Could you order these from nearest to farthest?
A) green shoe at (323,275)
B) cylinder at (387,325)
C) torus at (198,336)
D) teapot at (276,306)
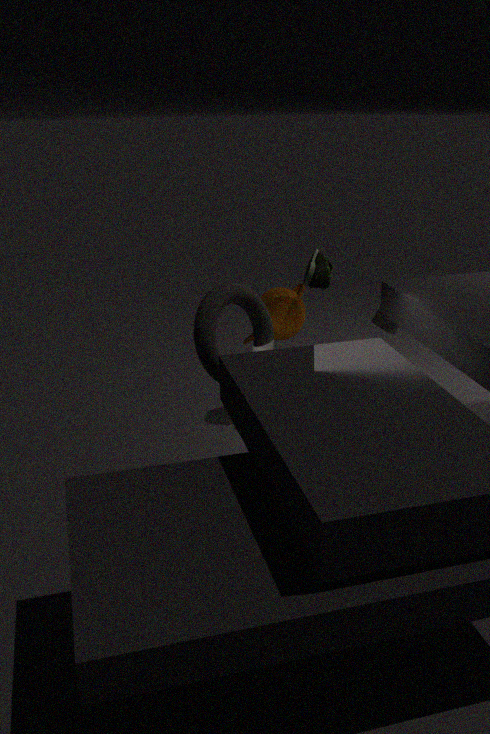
torus at (198,336), green shoe at (323,275), teapot at (276,306), cylinder at (387,325)
